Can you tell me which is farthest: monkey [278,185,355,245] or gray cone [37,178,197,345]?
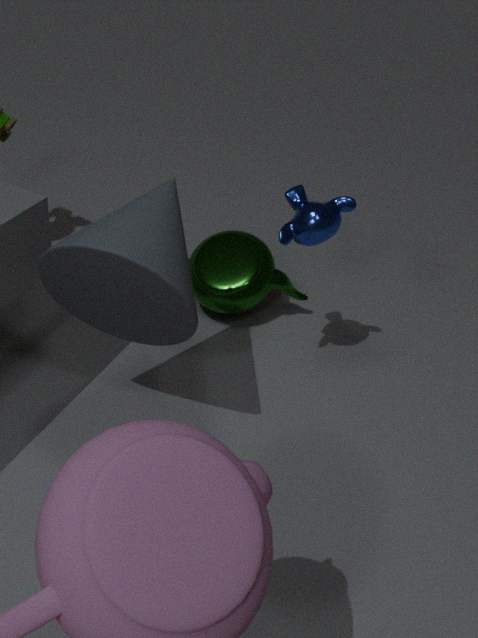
monkey [278,185,355,245]
